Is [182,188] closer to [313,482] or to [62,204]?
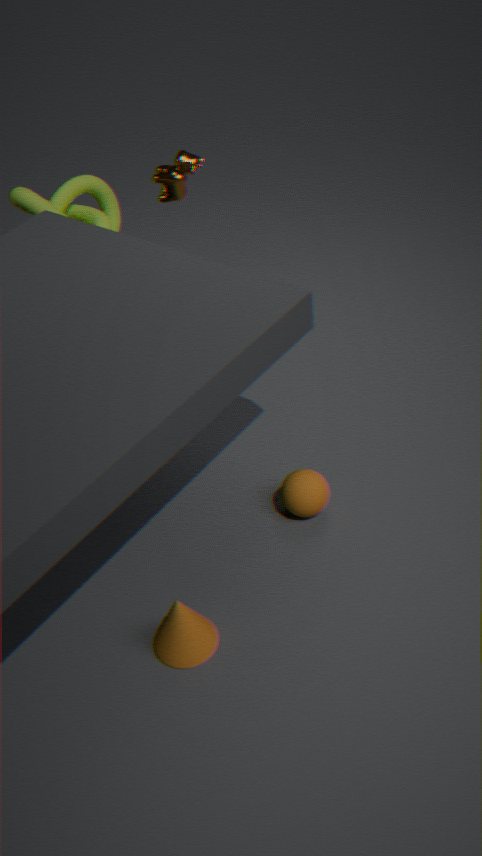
[62,204]
